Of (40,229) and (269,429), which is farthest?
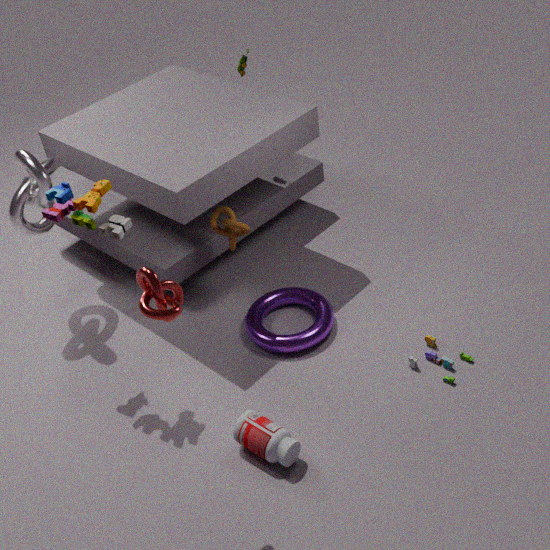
(40,229)
